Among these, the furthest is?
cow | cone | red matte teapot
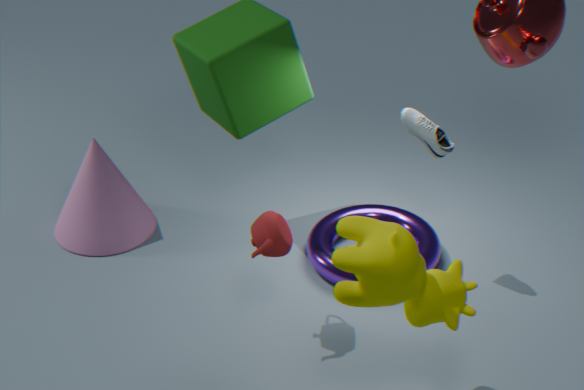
cone
